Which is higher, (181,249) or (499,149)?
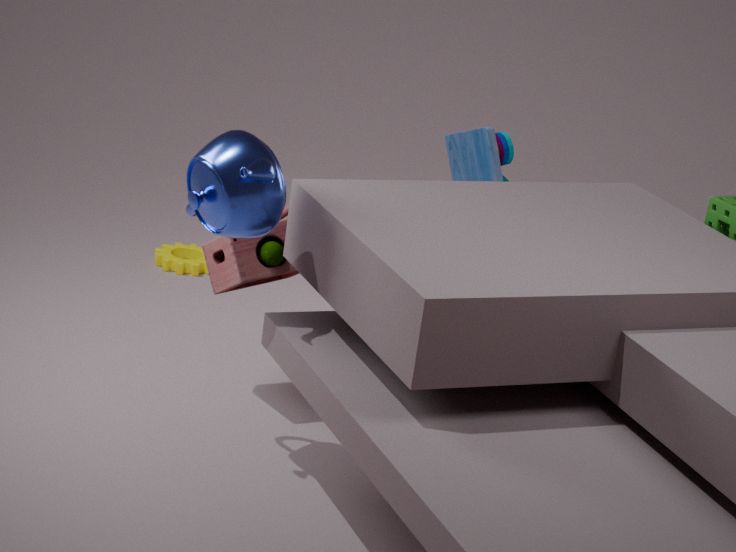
(499,149)
